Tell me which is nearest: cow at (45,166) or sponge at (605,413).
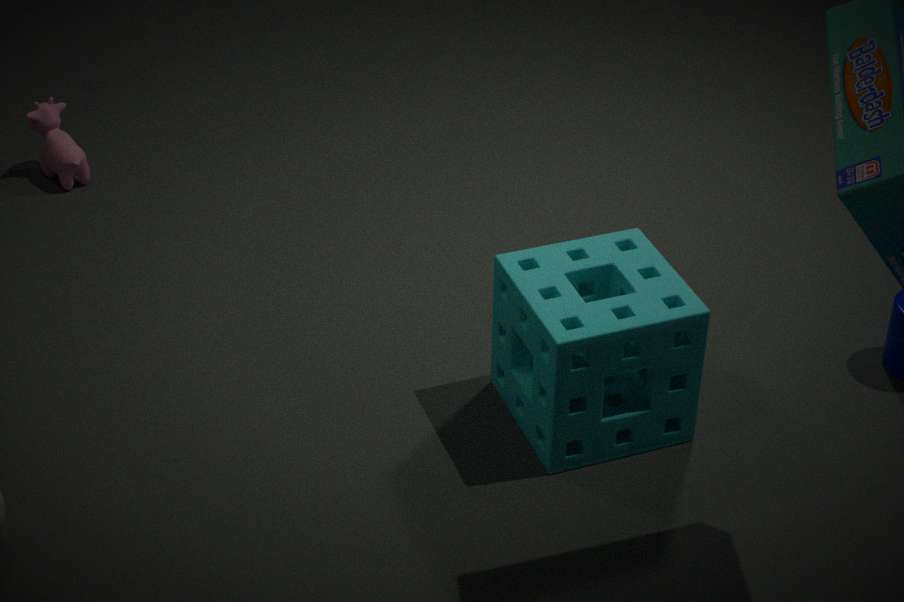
sponge at (605,413)
